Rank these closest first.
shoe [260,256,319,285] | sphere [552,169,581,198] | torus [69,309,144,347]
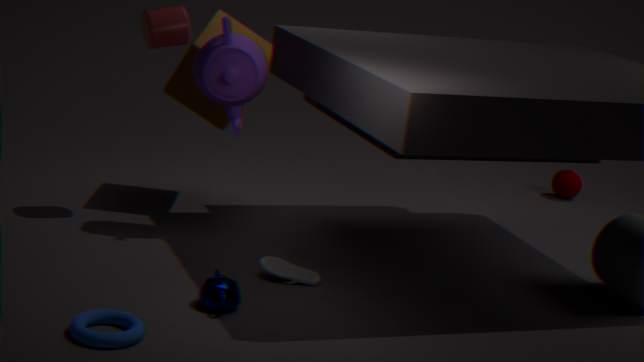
torus [69,309,144,347] < shoe [260,256,319,285] < sphere [552,169,581,198]
